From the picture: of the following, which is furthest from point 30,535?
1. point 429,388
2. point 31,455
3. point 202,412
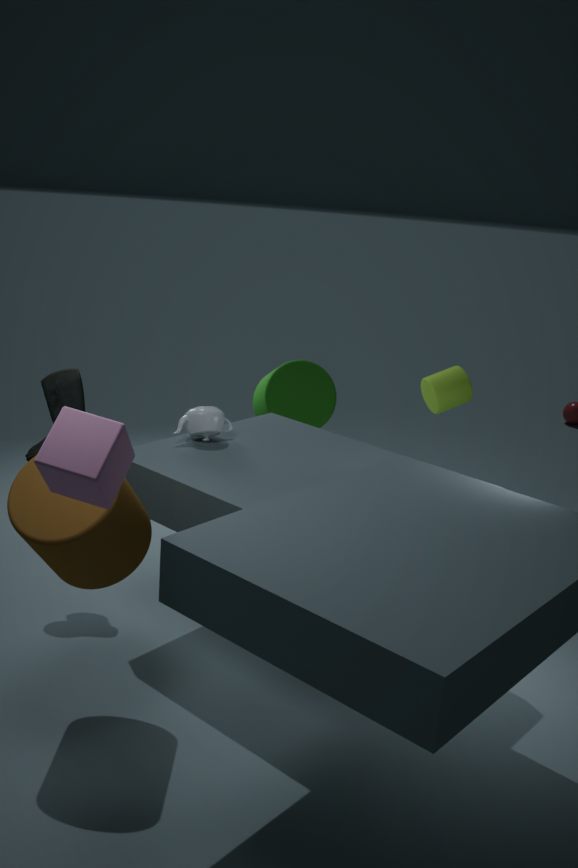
point 429,388
